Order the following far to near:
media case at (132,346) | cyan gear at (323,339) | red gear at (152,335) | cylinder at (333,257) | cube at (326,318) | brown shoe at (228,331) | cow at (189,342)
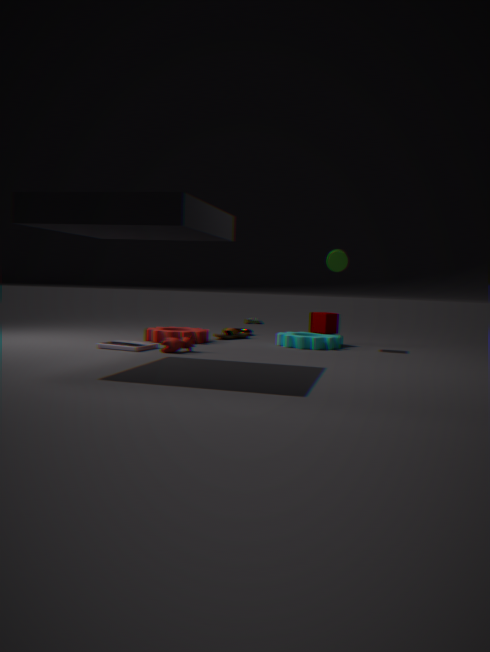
brown shoe at (228,331) → cube at (326,318) → cylinder at (333,257) → red gear at (152,335) → cyan gear at (323,339) → media case at (132,346) → cow at (189,342)
